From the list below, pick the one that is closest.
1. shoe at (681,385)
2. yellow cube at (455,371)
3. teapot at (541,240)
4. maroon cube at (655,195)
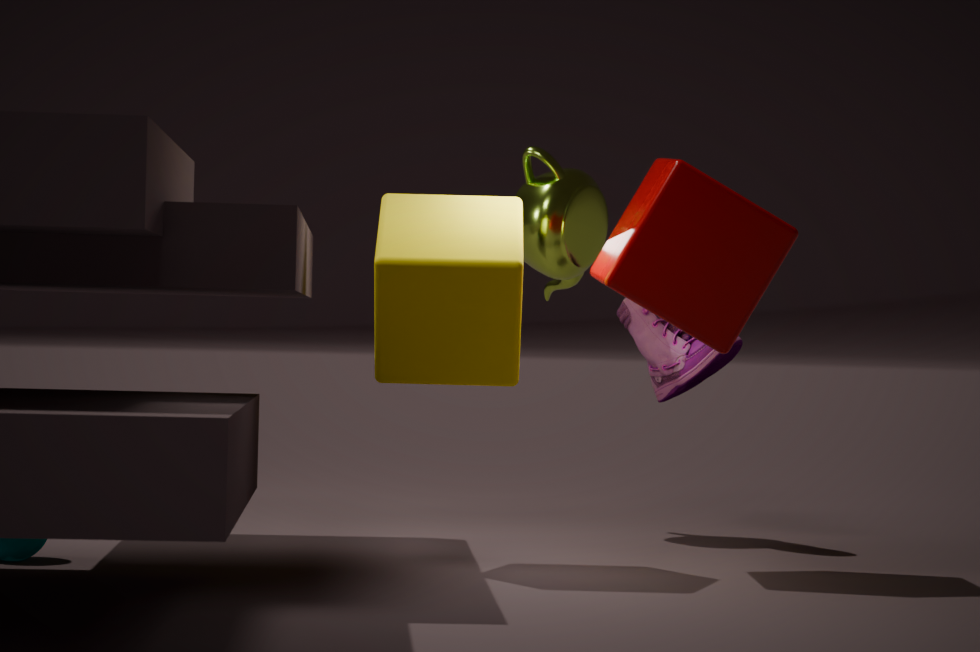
yellow cube at (455,371)
